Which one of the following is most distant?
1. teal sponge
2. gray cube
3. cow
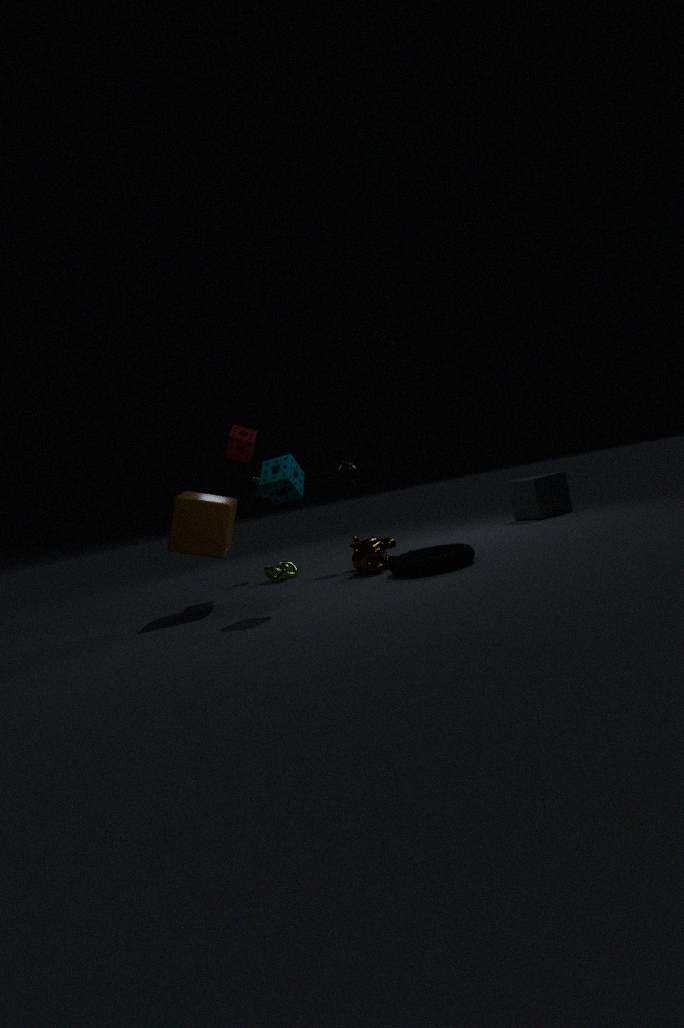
gray cube
